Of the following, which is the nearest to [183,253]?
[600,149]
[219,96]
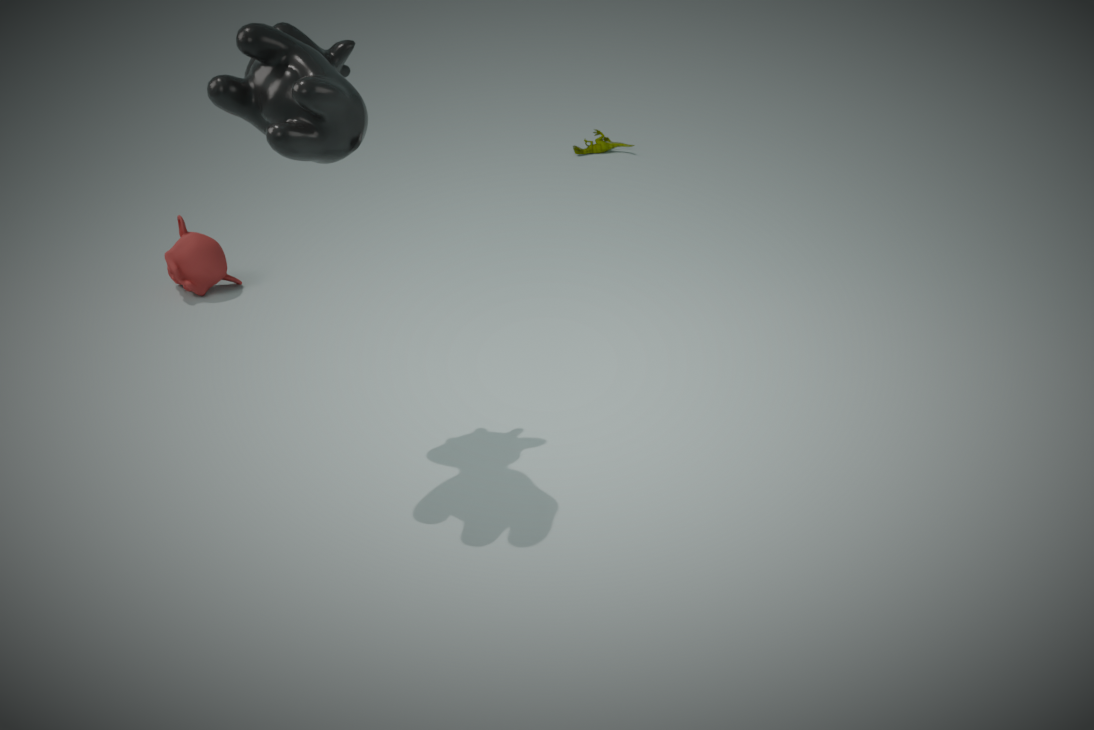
[219,96]
